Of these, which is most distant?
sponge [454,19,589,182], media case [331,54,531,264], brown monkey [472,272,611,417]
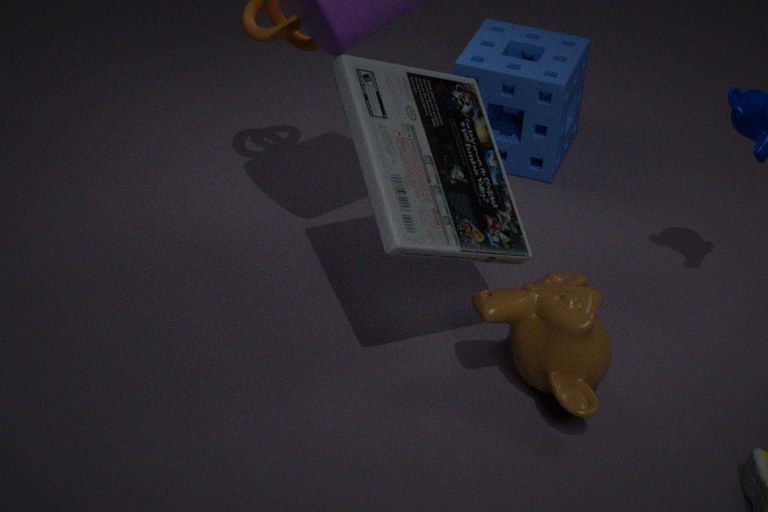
sponge [454,19,589,182]
